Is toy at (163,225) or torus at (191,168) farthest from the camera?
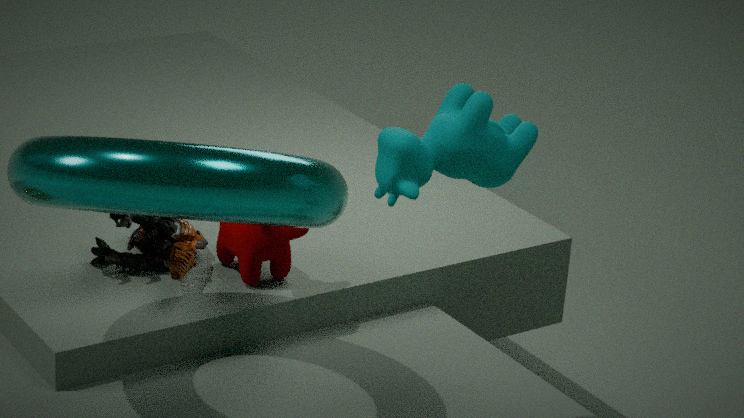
toy at (163,225)
